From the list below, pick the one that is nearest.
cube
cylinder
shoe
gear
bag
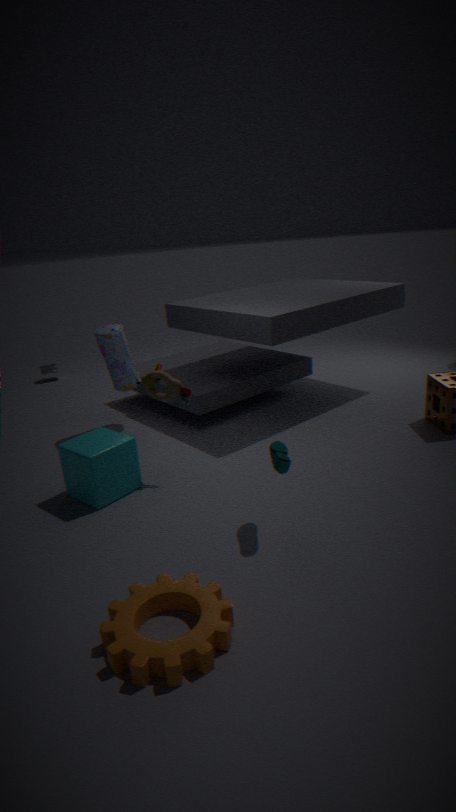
gear
